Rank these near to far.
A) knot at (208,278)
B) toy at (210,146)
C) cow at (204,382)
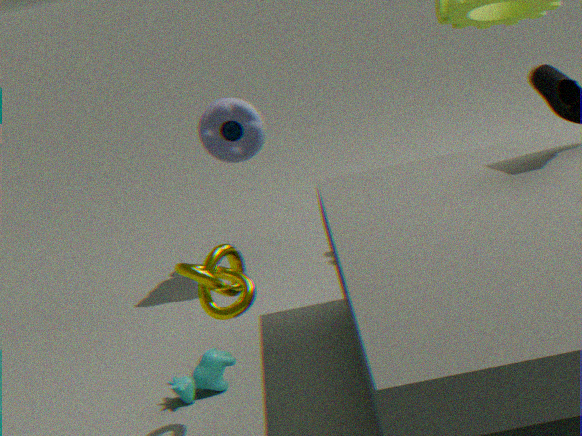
knot at (208,278)
cow at (204,382)
toy at (210,146)
